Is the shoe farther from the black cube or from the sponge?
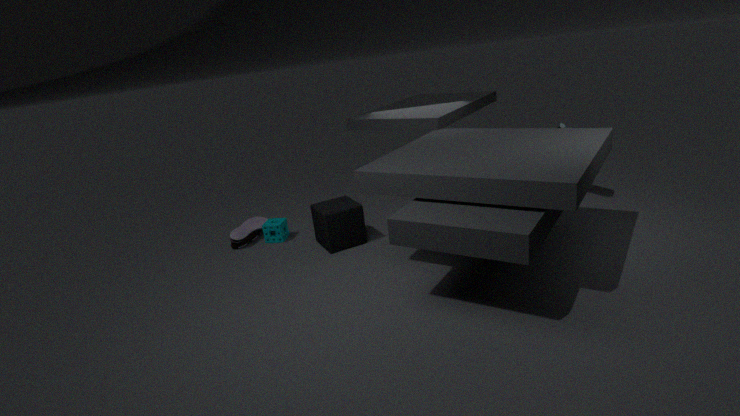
the black cube
